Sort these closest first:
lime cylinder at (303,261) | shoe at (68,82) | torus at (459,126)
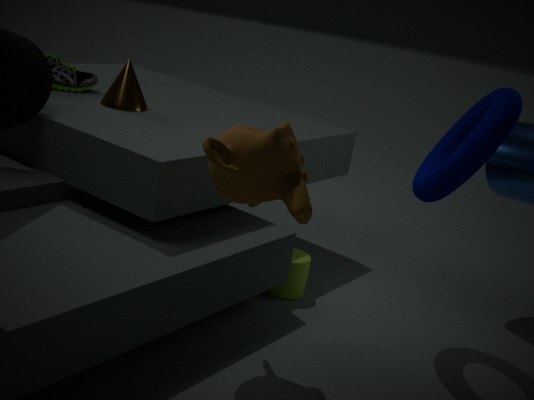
torus at (459,126)
lime cylinder at (303,261)
shoe at (68,82)
